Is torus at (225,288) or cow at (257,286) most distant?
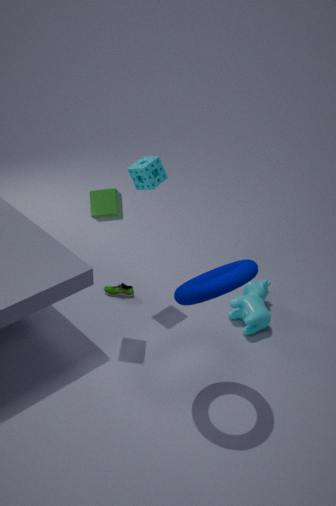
cow at (257,286)
